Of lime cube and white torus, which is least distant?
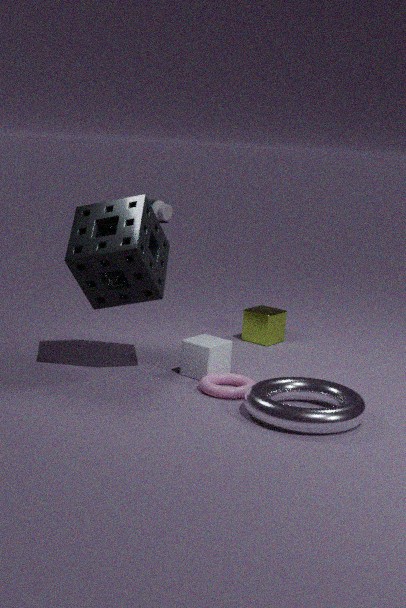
white torus
